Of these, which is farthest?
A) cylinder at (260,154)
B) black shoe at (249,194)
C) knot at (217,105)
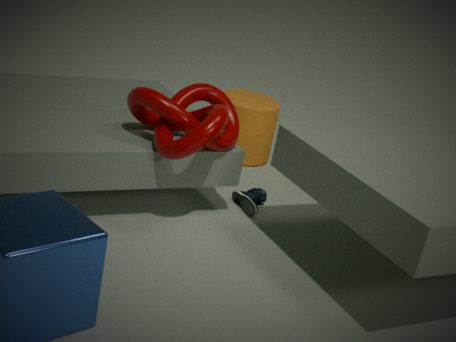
cylinder at (260,154)
